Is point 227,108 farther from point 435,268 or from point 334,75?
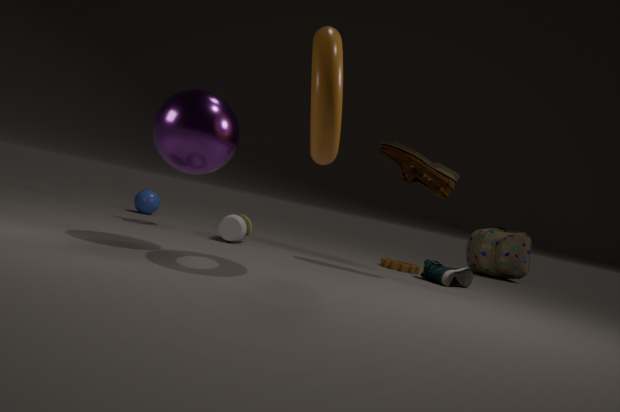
point 435,268
